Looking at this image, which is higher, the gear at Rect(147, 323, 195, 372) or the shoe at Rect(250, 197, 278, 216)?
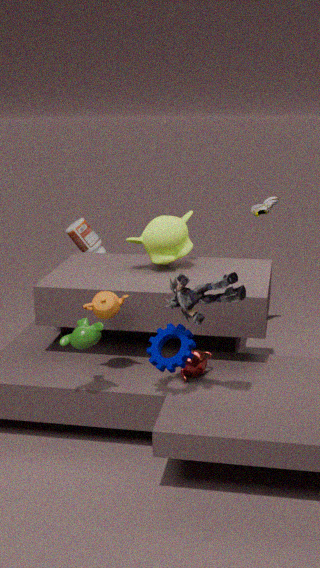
the shoe at Rect(250, 197, 278, 216)
